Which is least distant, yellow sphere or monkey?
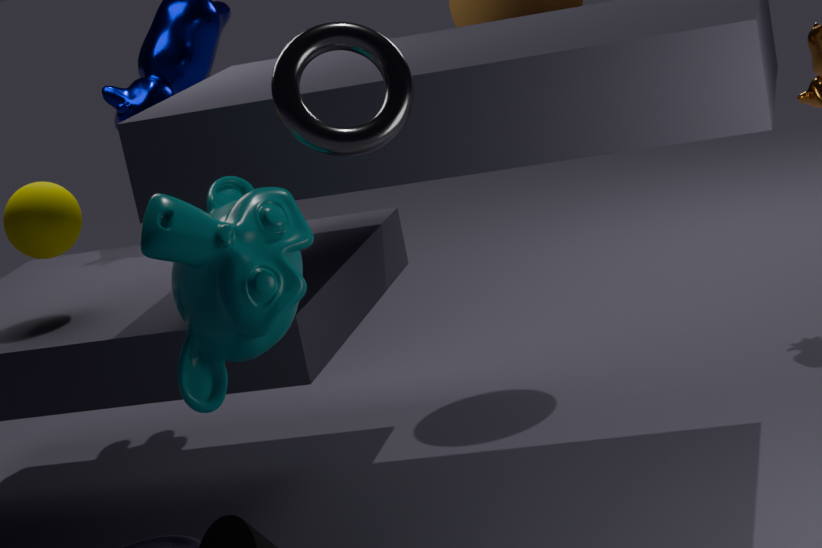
monkey
